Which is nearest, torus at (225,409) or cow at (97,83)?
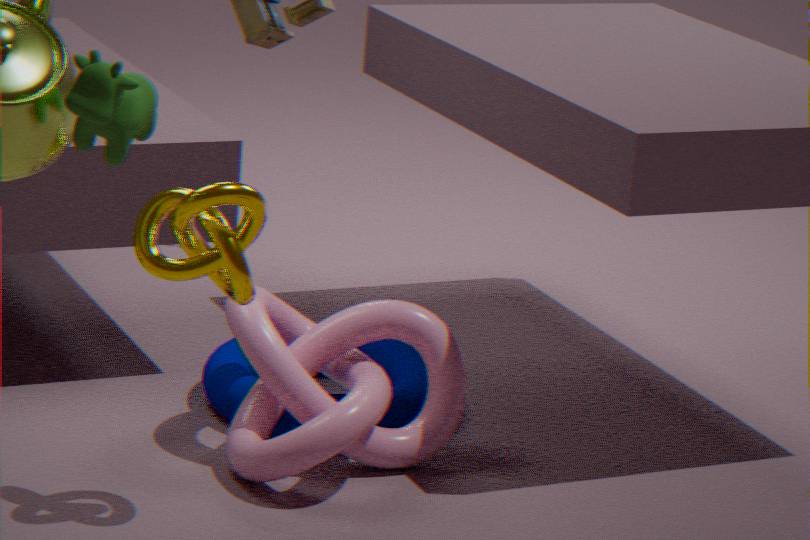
cow at (97,83)
